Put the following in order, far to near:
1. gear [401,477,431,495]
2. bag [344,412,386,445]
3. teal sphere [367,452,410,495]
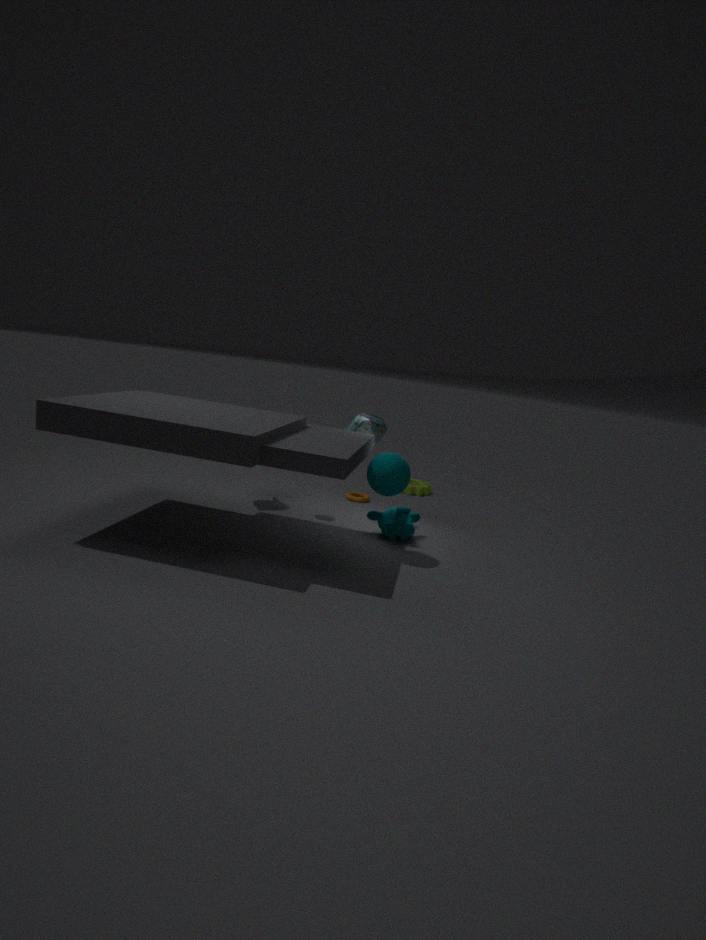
gear [401,477,431,495] → bag [344,412,386,445] → teal sphere [367,452,410,495]
